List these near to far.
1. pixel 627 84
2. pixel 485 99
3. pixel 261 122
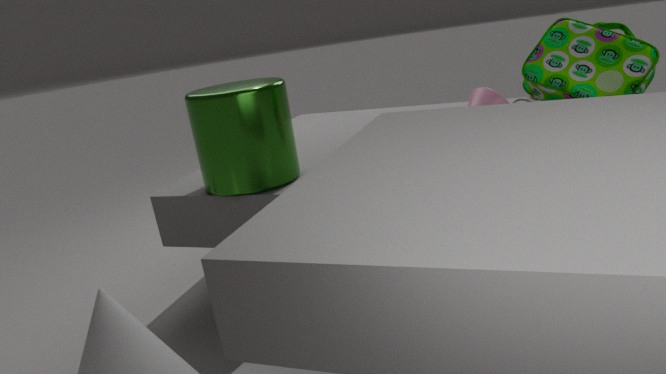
pixel 261 122, pixel 627 84, pixel 485 99
